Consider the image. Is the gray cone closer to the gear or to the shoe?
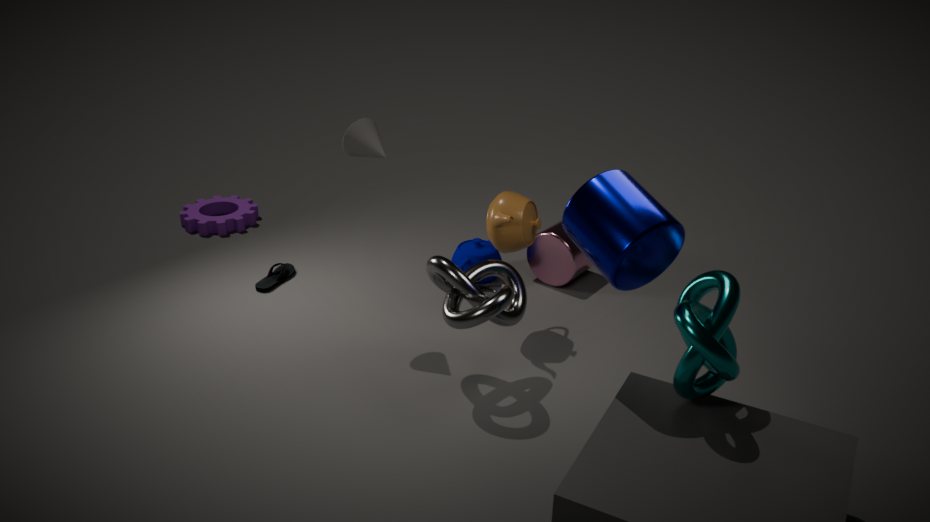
the shoe
